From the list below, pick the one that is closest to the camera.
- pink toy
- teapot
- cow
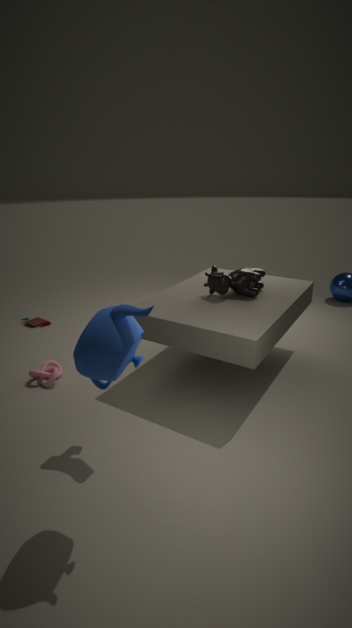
teapot
